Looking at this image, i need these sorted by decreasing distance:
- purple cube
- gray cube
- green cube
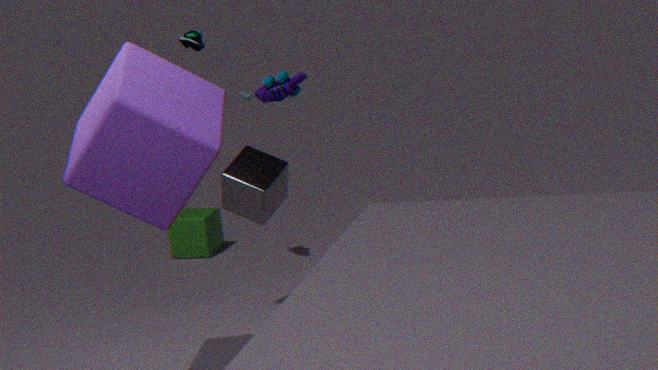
green cube → gray cube → purple cube
